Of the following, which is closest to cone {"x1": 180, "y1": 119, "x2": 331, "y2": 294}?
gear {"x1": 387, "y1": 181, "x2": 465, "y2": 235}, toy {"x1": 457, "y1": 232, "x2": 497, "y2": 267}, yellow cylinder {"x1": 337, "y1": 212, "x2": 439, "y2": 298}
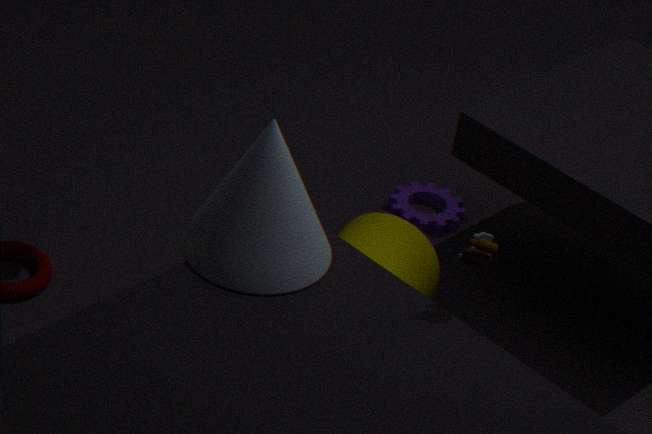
yellow cylinder {"x1": 337, "y1": 212, "x2": 439, "y2": 298}
